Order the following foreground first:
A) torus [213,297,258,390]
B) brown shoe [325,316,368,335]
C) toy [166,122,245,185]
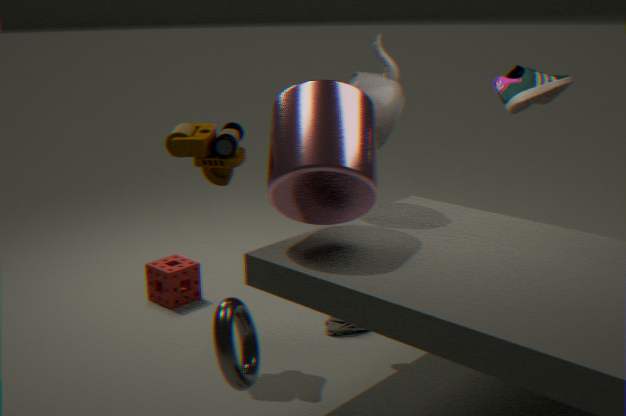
torus [213,297,258,390]
toy [166,122,245,185]
brown shoe [325,316,368,335]
